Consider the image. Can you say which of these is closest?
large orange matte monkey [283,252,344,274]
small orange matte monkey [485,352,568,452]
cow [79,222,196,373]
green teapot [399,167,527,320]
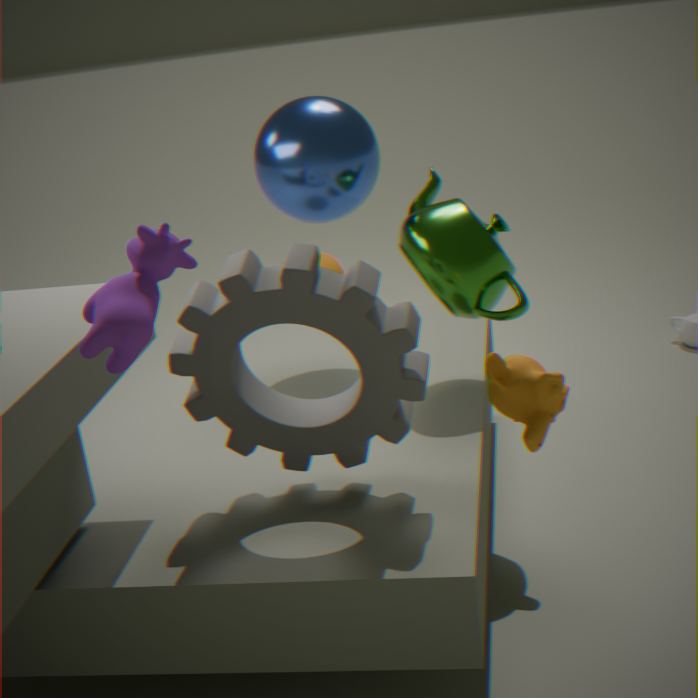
cow [79,222,196,373]
